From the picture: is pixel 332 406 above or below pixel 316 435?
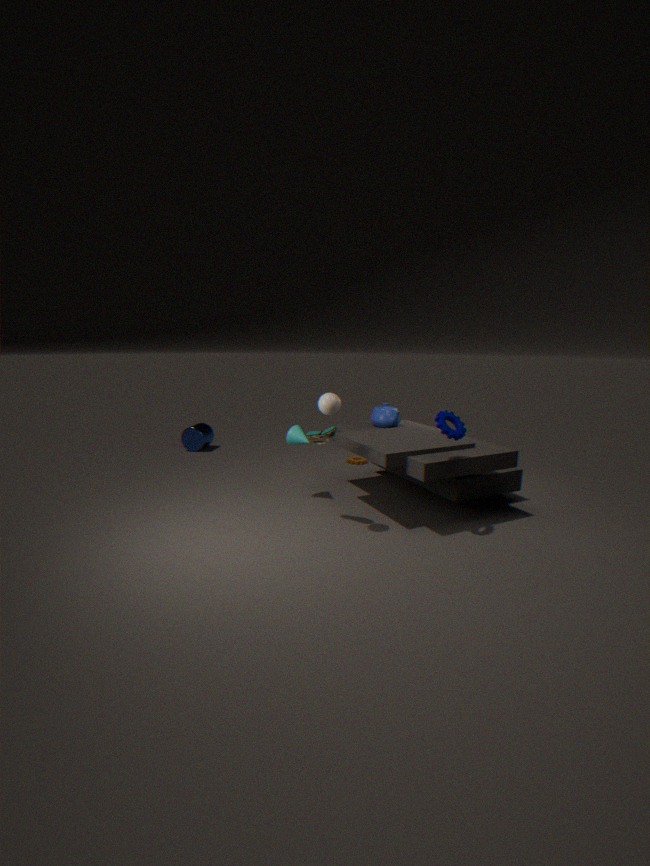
above
